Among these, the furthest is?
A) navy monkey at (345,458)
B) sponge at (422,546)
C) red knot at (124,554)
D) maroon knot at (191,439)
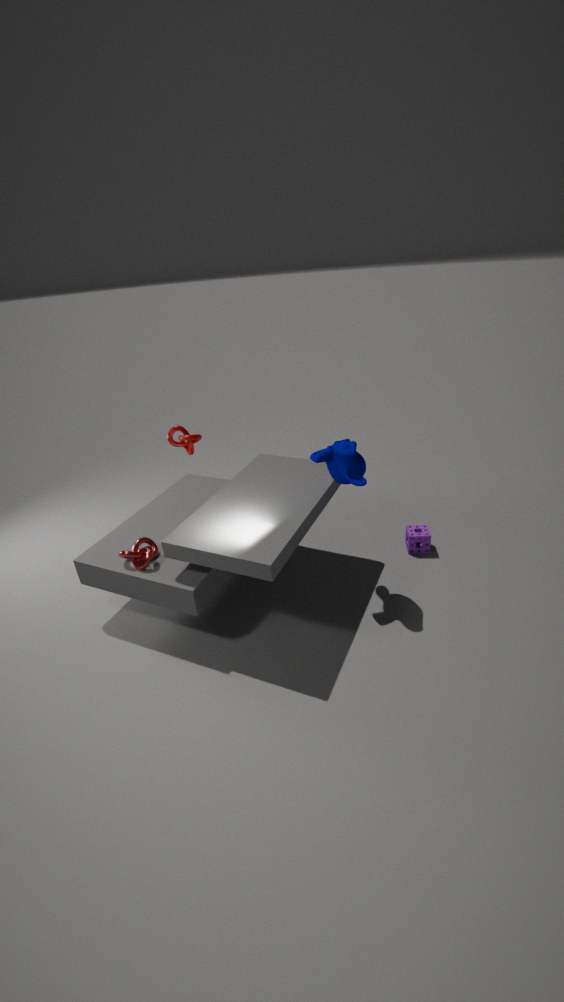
sponge at (422,546)
